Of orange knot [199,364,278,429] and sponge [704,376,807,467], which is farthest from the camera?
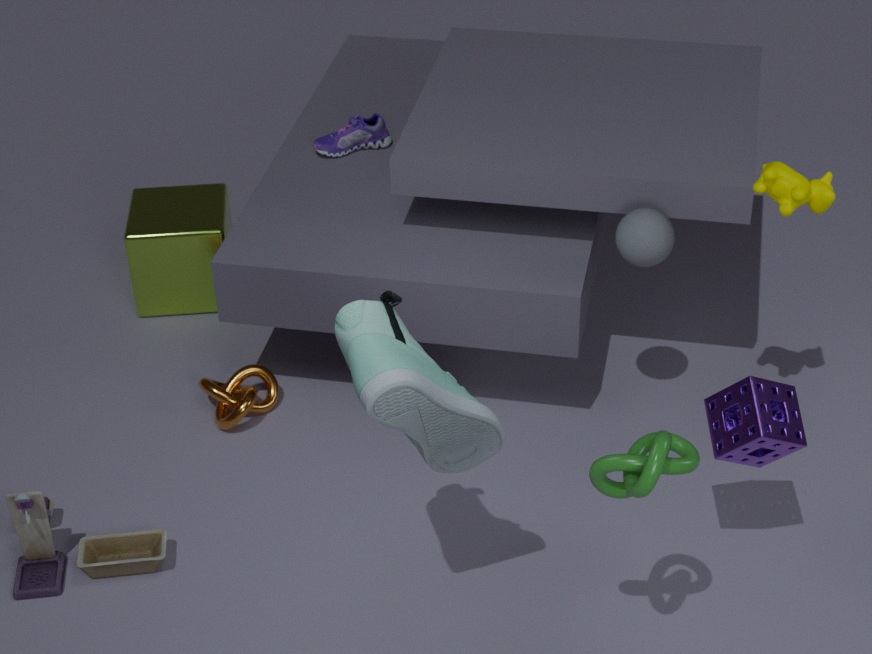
orange knot [199,364,278,429]
